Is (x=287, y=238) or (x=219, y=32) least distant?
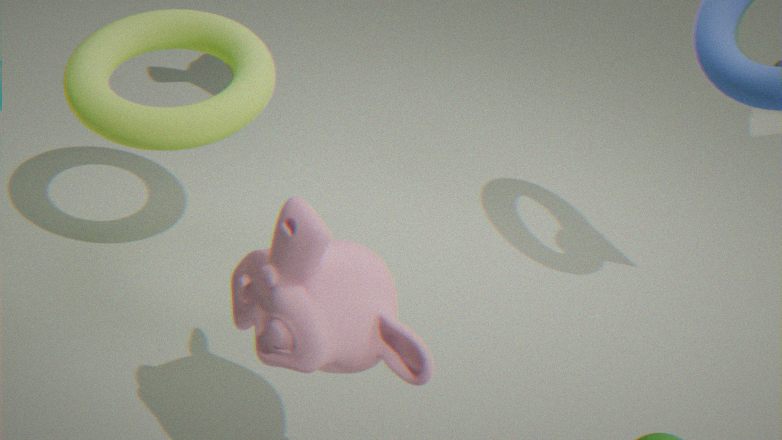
(x=287, y=238)
